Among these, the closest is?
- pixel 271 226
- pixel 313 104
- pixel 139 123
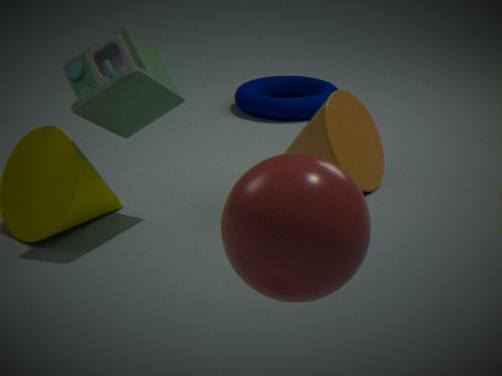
pixel 271 226
